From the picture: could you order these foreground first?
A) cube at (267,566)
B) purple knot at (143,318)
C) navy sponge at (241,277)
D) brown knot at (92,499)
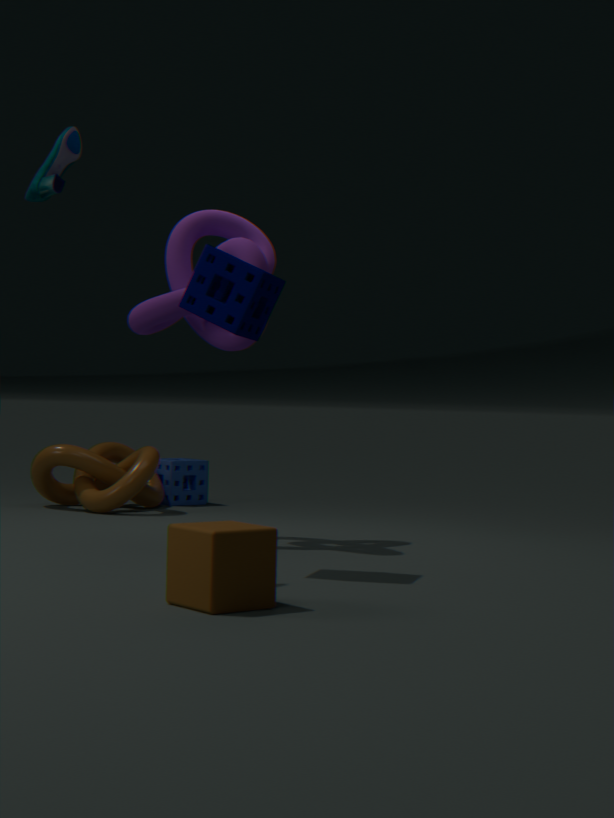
cube at (267,566), navy sponge at (241,277), purple knot at (143,318), brown knot at (92,499)
